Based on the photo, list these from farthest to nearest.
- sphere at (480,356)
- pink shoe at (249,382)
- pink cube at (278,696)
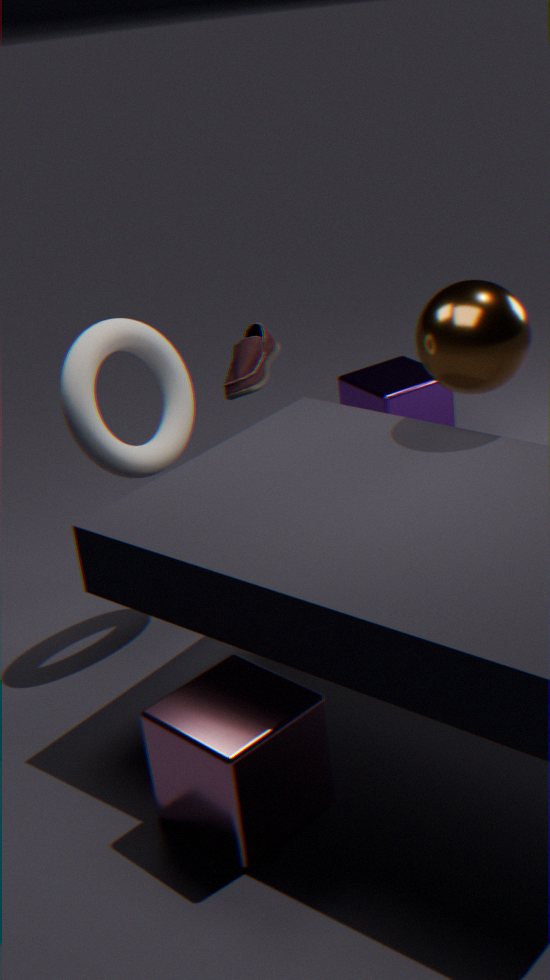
1. pink shoe at (249,382)
2. sphere at (480,356)
3. pink cube at (278,696)
